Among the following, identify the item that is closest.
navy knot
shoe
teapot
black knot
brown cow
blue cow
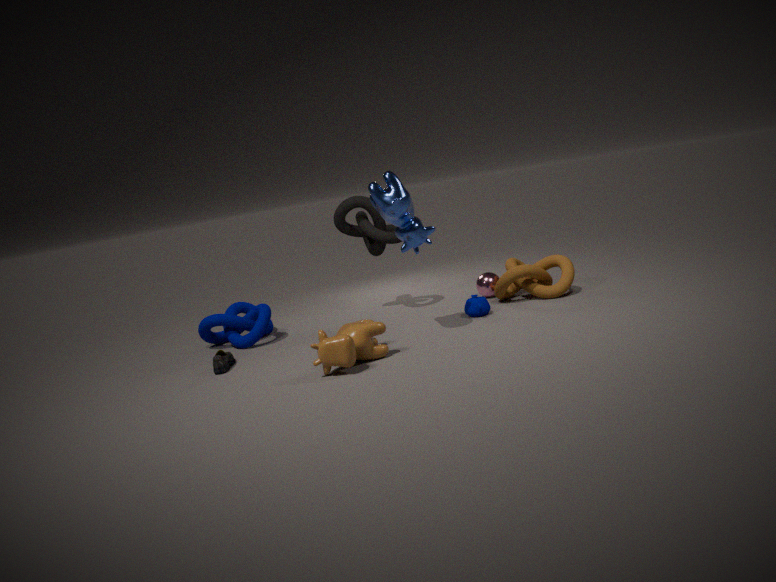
brown cow
